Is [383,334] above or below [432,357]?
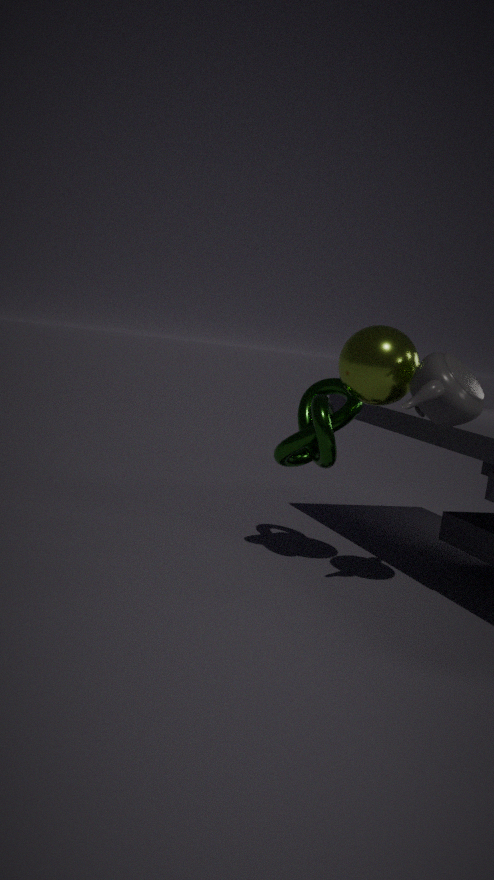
above
